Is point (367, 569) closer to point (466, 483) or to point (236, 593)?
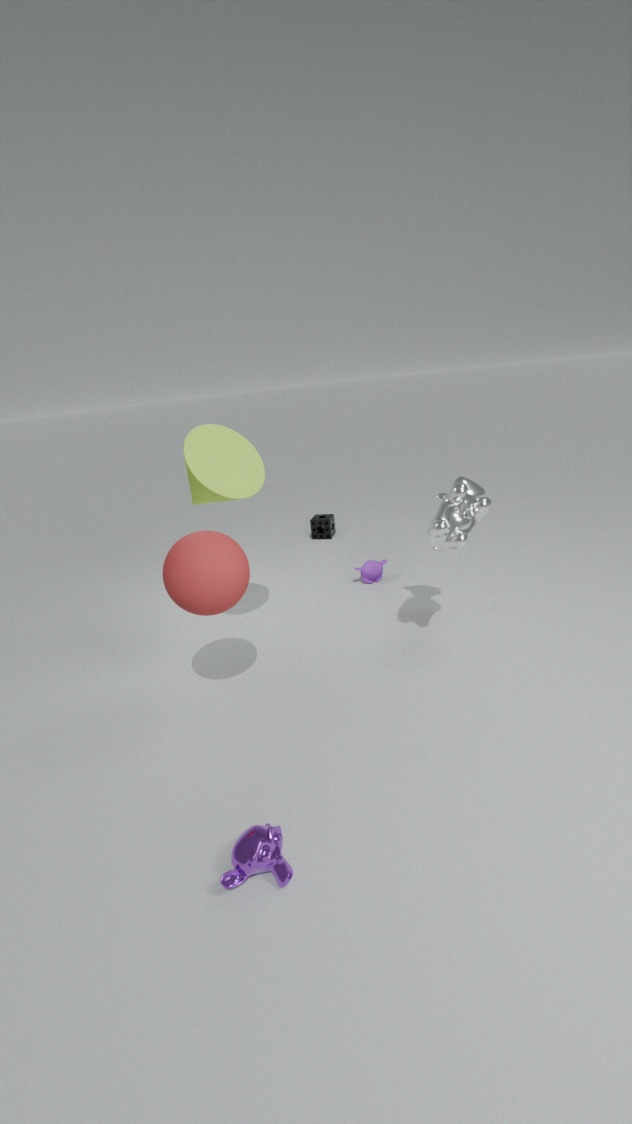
point (466, 483)
